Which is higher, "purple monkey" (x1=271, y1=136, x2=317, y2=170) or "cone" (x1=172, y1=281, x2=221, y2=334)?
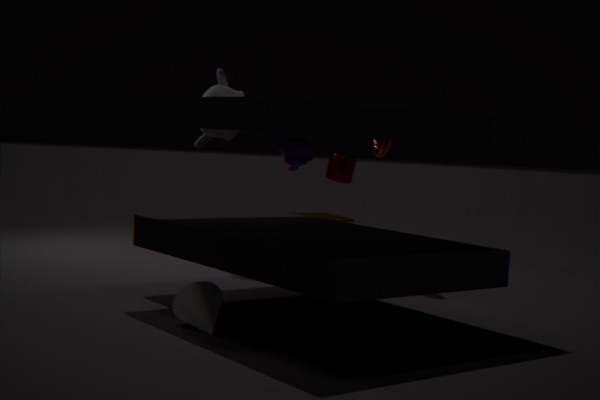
"purple monkey" (x1=271, y1=136, x2=317, y2=170)
